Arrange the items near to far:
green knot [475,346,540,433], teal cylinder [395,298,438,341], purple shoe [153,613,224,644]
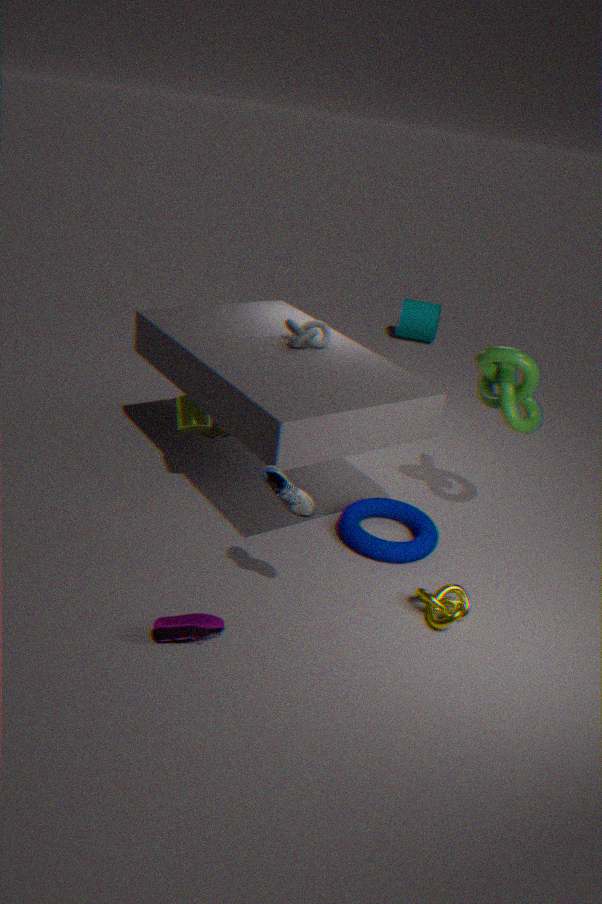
purple shoe [153,613,224,644]
green knot [475,346,540,433]
teal cylinder [395,298,438,341]
